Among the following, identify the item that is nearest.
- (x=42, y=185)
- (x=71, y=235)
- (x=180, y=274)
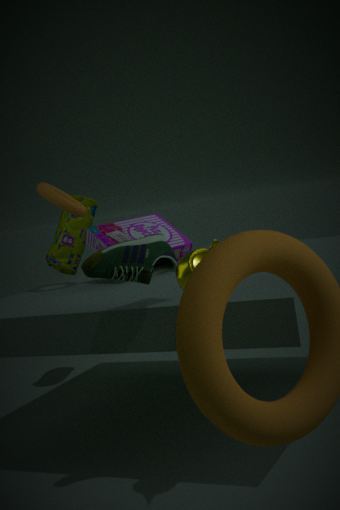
(x=180, y=274)
